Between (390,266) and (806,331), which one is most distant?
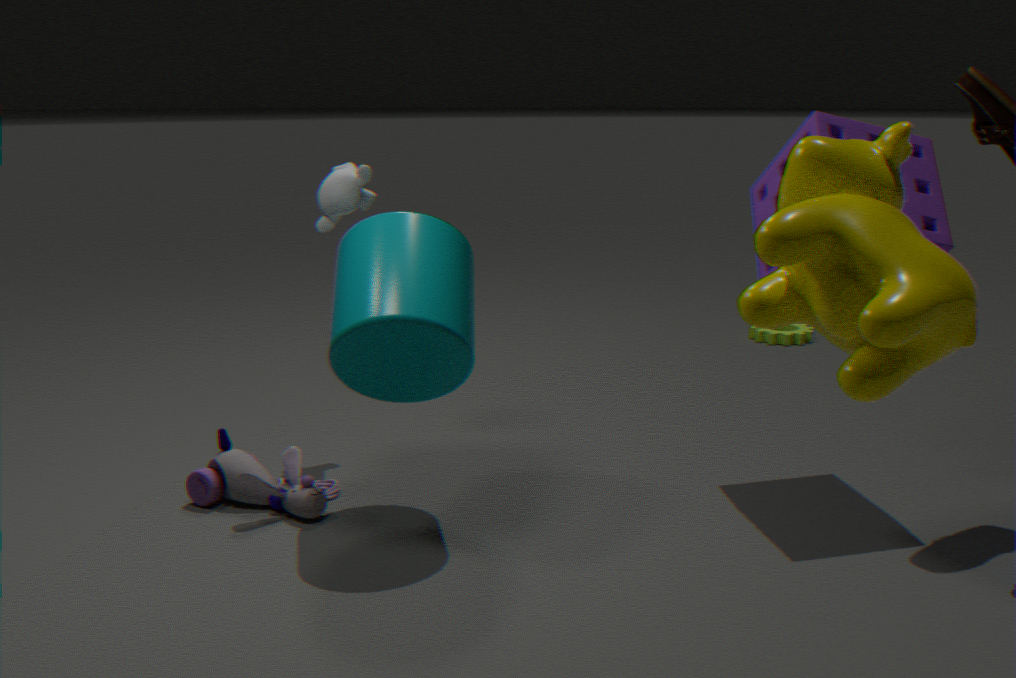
(806,331)
